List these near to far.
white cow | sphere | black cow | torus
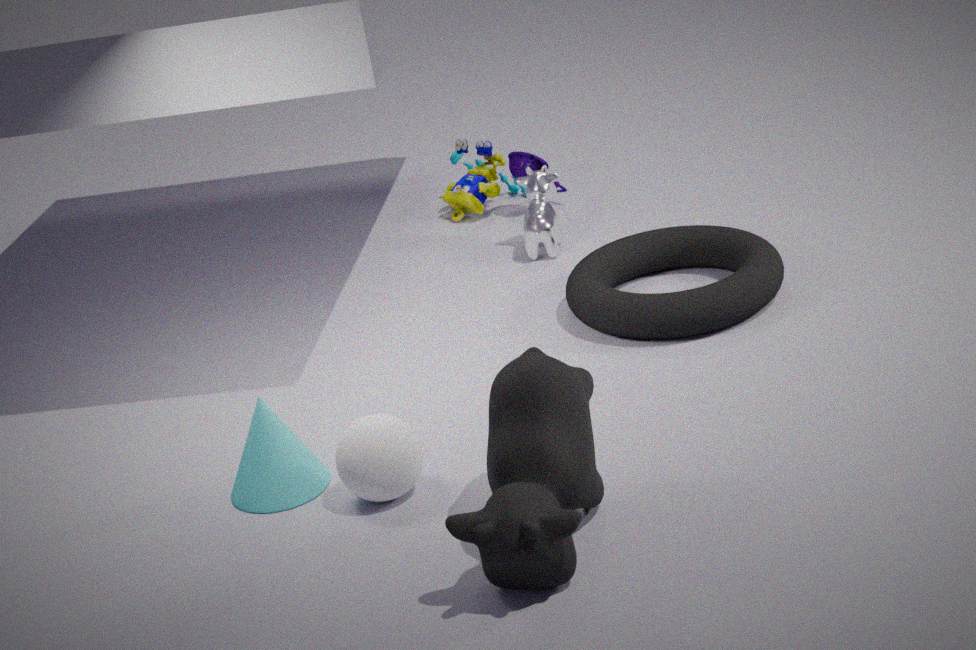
black cow, sphere, torus, white cow
